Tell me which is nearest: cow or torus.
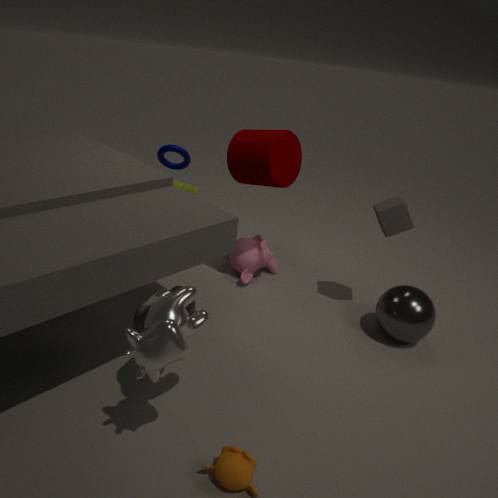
cow
